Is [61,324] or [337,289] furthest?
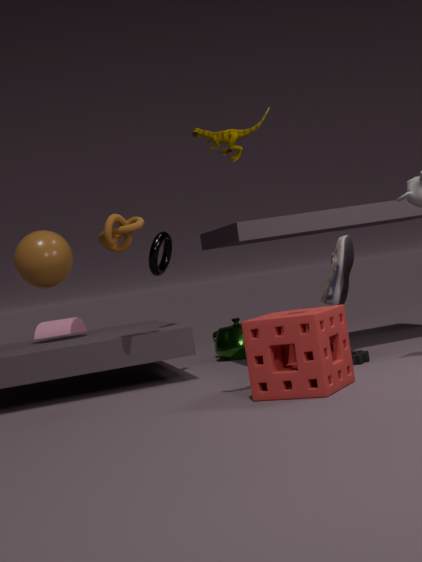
[61,324]
